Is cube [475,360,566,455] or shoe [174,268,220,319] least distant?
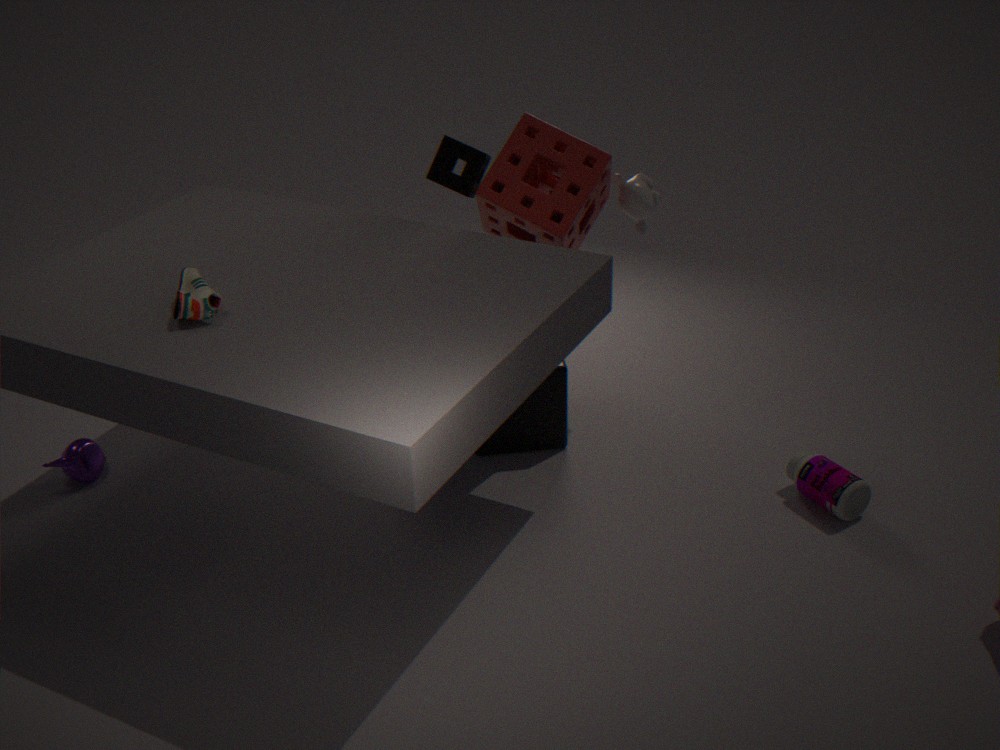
shoe [174,268,220,319]
